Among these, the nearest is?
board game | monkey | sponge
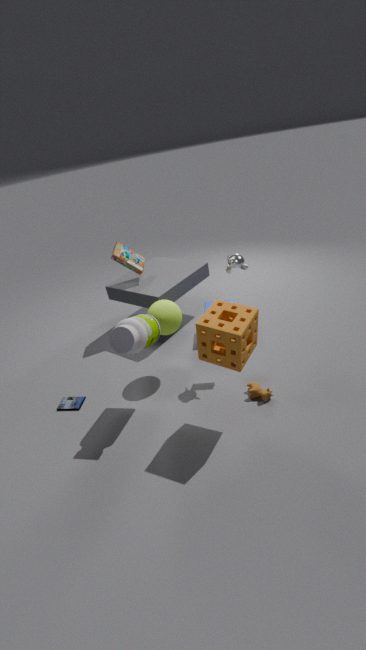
sponge
